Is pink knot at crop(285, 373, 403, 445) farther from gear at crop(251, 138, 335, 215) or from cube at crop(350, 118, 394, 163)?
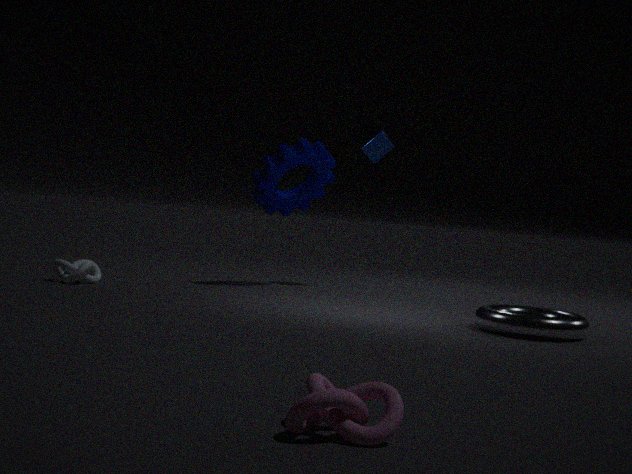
cube at crop(350, 118, 394, 163)
